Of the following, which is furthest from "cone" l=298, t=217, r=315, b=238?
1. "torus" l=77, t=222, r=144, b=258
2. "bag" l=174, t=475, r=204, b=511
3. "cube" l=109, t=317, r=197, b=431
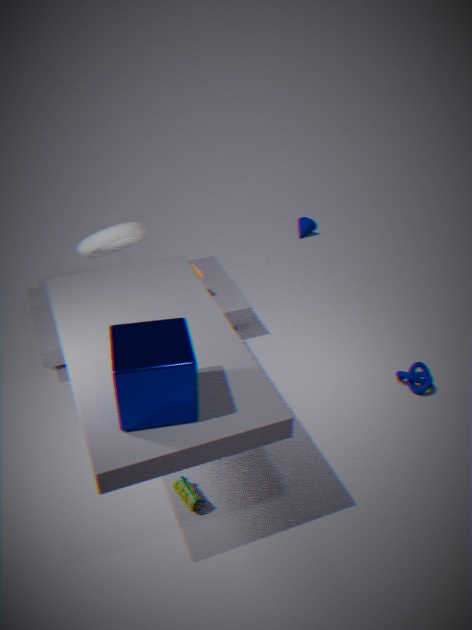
"cube" l=109, t=317, r=197, b=431
